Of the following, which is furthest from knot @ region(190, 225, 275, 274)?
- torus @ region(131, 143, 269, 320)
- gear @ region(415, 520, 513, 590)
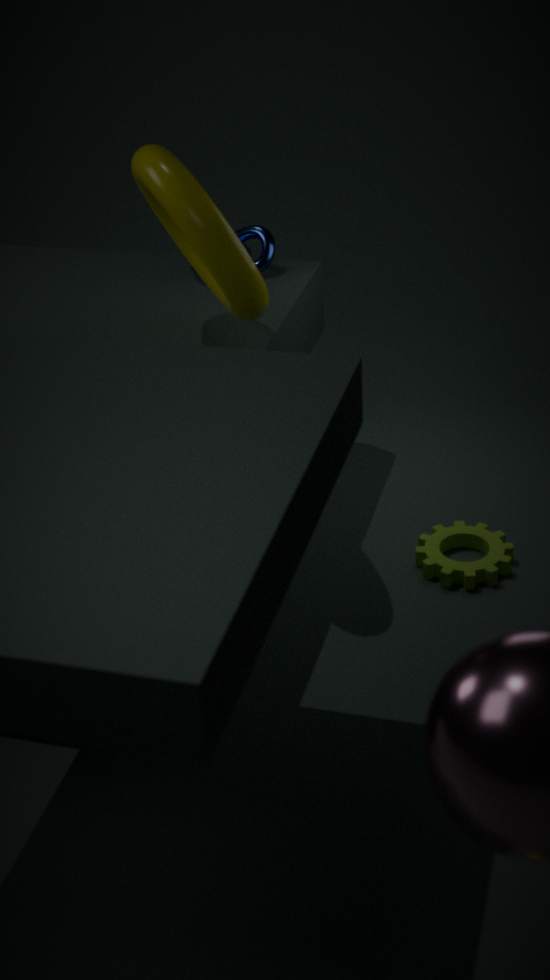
gear @ region(415, 520, 513, 590)
